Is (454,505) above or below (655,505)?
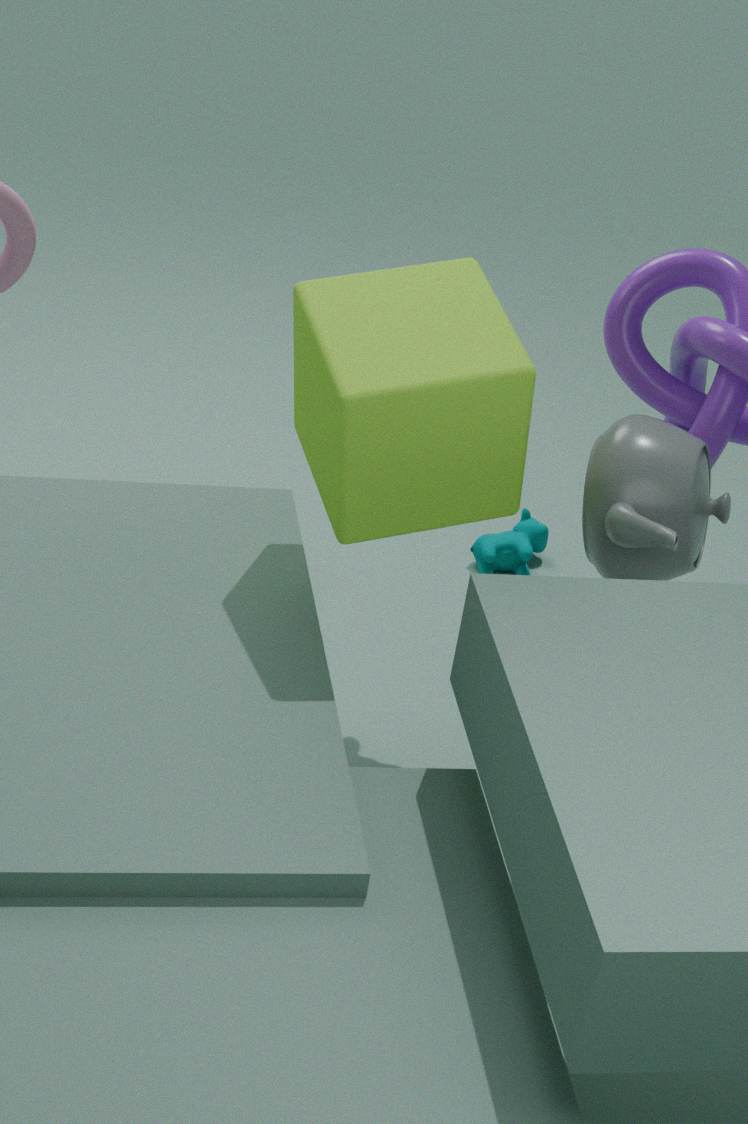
above
